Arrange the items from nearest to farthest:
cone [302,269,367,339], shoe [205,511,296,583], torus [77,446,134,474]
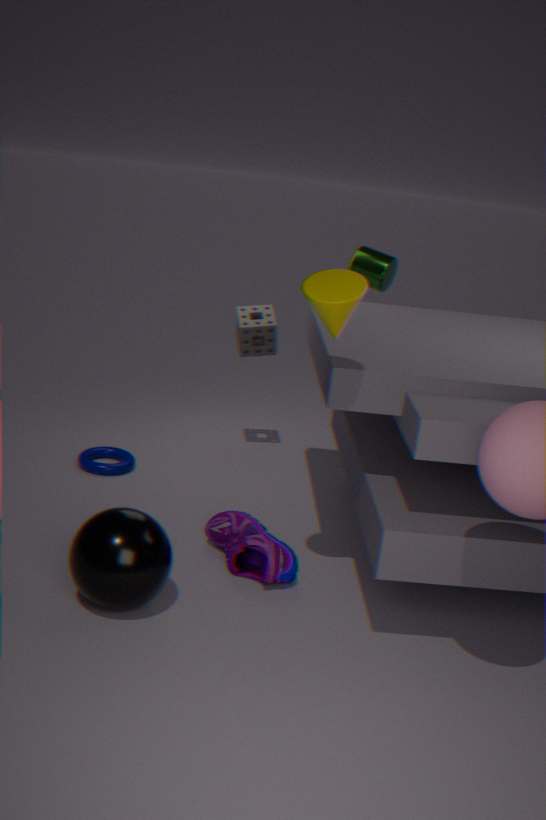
cone [302,269,367,339] < shoe [205,511,296,583] < torus [77,446,134,474]
